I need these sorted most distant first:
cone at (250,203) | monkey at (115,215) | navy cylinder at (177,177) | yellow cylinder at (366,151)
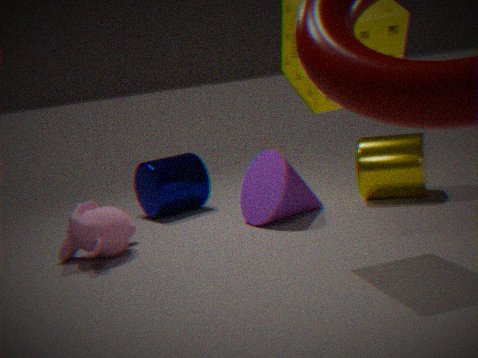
1. navy cylinder at (177,177)
2. yellow cylinder at (366,151)
3. cone at (250,203)
4. monkey at (115,215)
